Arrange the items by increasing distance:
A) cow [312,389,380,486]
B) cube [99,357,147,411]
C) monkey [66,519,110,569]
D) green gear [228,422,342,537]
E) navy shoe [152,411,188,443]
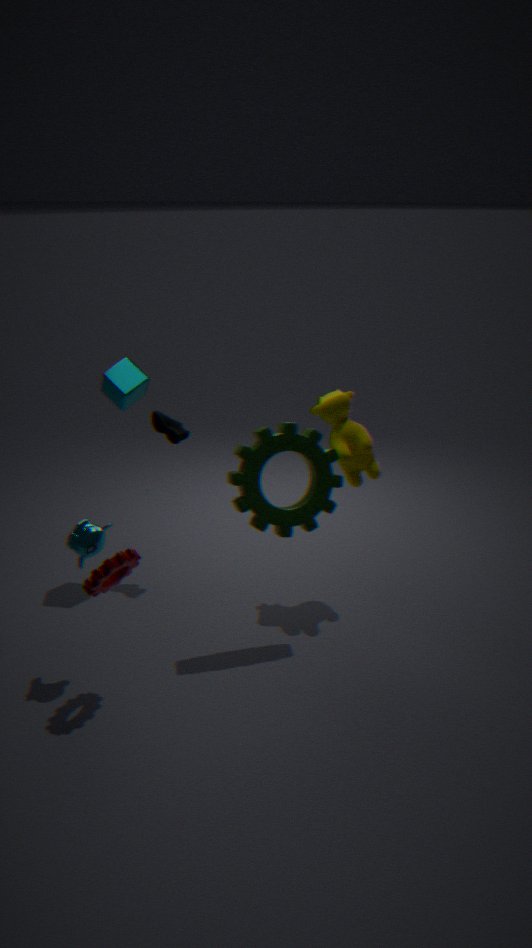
monkey [66,519,110,569] → green gear [228,422,342,537] → cow [312,389,380,486] → cube [99,357,147,411] → navy shoe [152,411,188,443]
